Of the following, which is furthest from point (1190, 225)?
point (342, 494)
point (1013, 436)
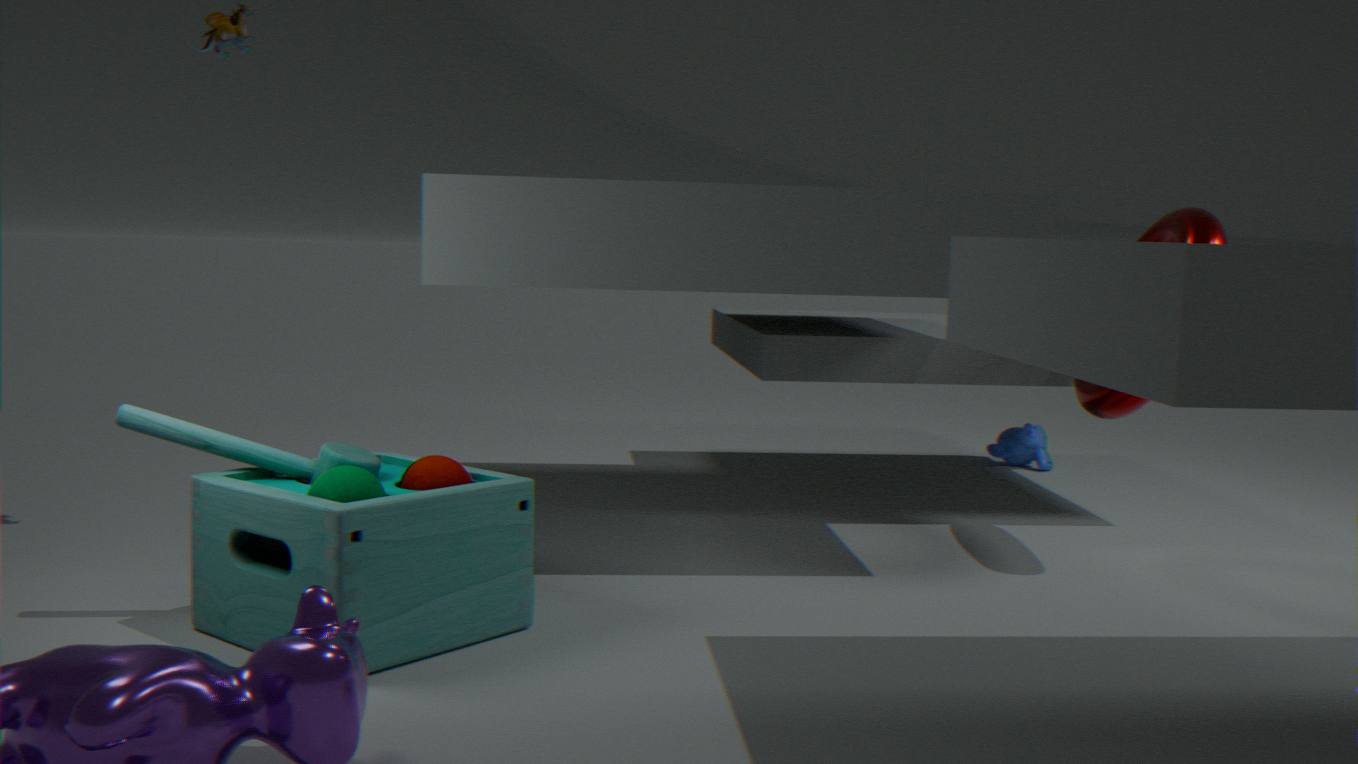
point (342, 494)
